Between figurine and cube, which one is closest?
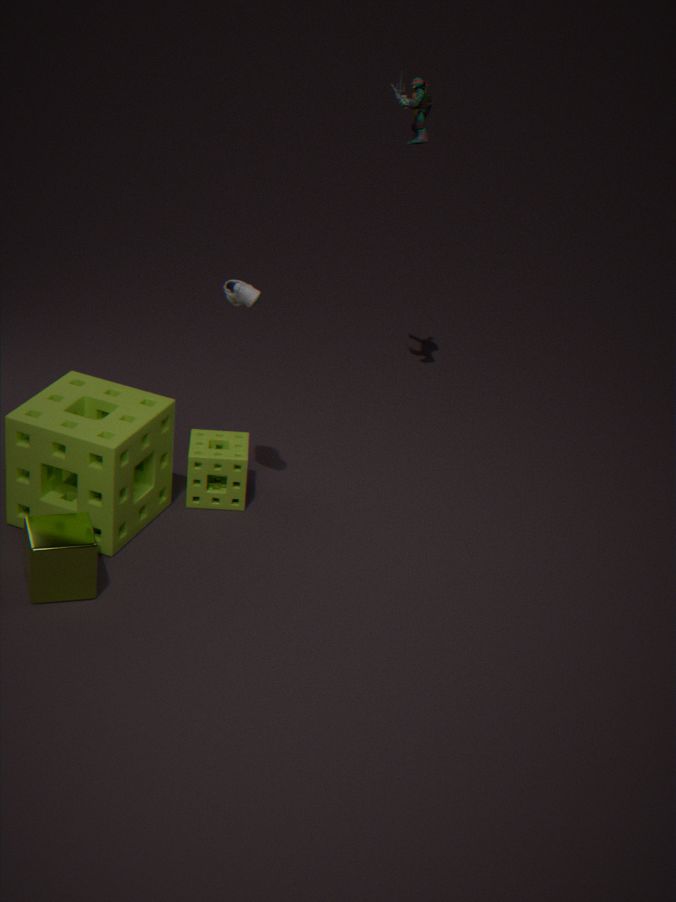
cube
